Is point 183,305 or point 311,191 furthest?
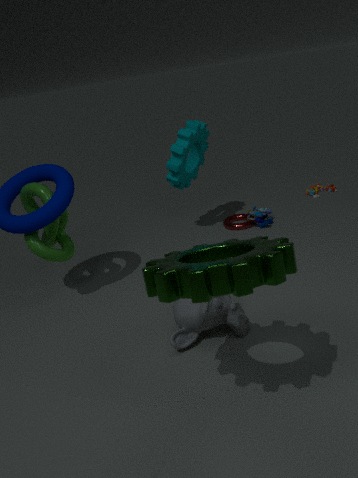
point 311,191
